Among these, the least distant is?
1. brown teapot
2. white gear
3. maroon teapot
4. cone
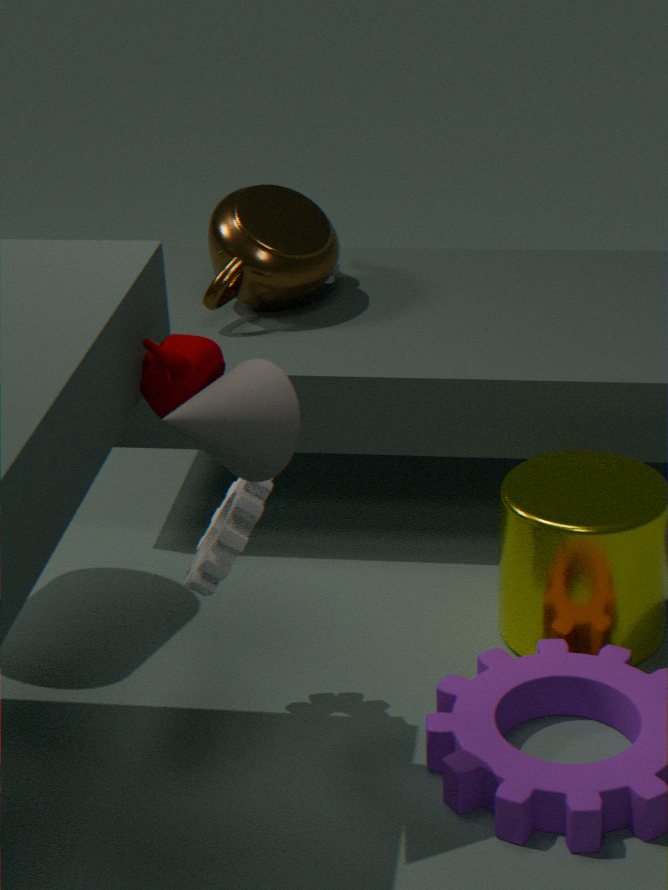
cone
